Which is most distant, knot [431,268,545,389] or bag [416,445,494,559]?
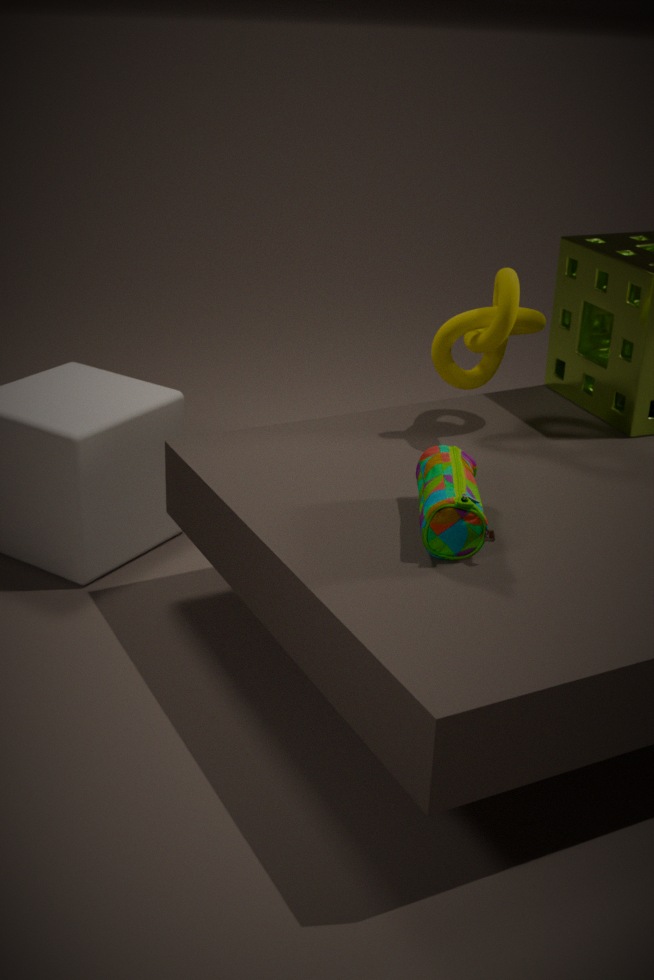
knot [431,268,545,389]
